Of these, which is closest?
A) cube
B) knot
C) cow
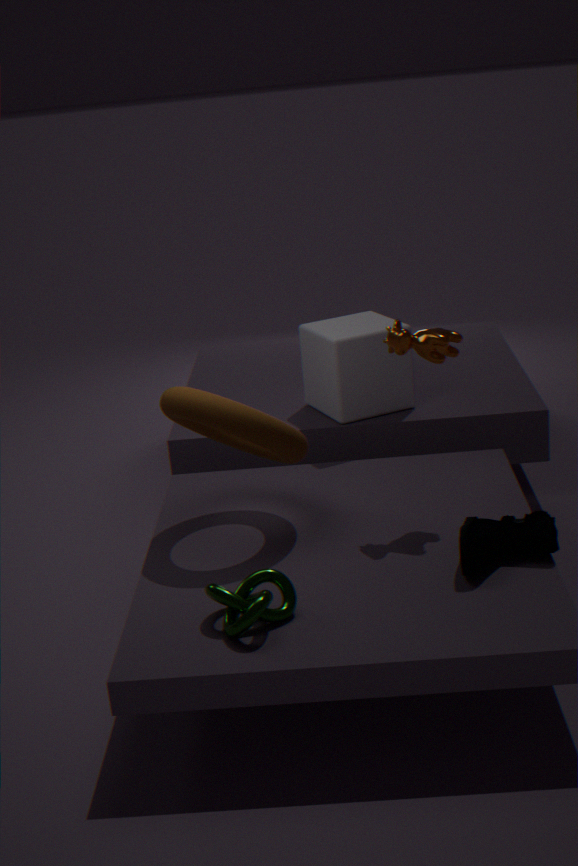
knot
